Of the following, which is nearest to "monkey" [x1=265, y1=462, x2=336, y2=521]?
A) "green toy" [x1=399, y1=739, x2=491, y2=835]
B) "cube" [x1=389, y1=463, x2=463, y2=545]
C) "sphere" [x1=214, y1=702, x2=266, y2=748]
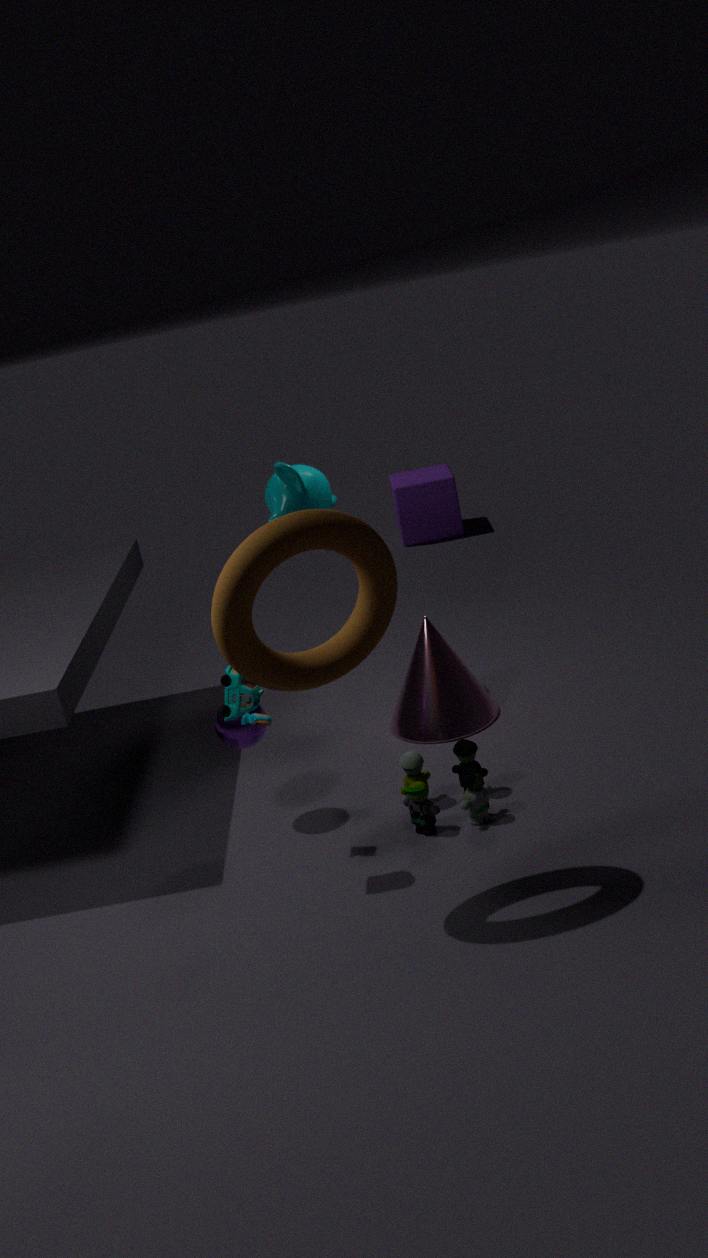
"sphere" [x1=214, y1=702, x2=266, y2=748]
